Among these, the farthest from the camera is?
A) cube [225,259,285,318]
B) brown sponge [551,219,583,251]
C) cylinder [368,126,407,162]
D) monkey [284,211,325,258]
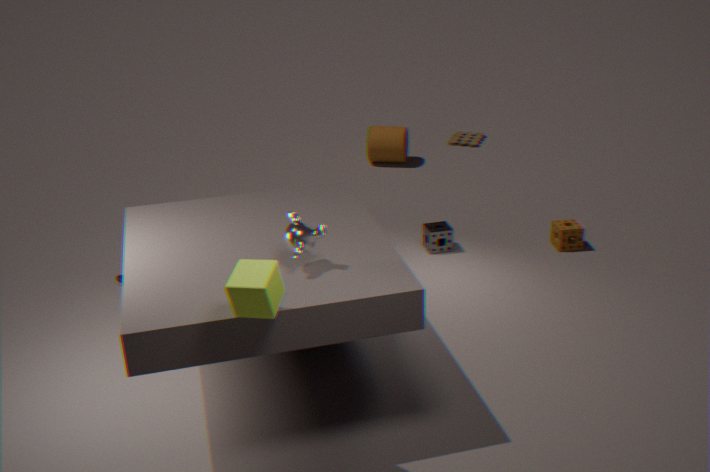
cylinder [368,126,407,162]
